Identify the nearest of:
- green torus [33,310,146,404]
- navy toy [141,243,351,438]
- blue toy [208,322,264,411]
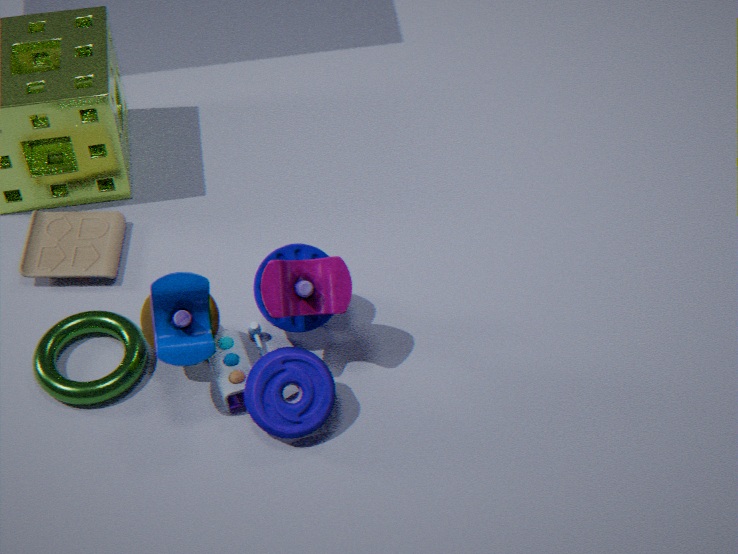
navy toy [141,243,351,438]
